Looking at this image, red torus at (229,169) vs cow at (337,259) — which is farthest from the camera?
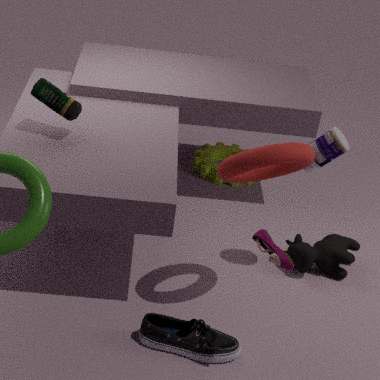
cow at (337,259)
